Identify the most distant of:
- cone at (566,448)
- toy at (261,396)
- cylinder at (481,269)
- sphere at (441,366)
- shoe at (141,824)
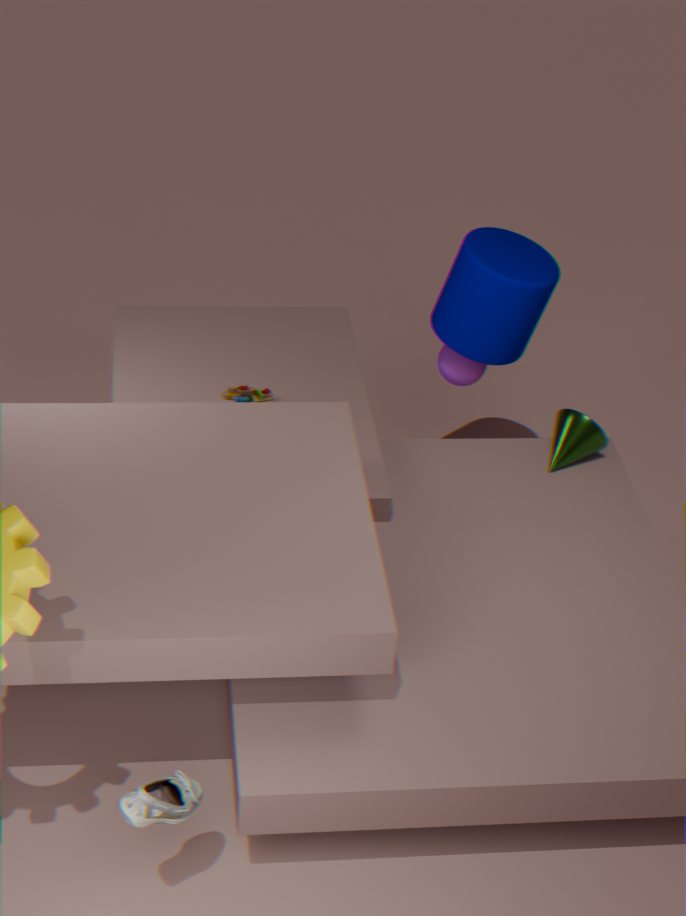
toy at (261,396)
